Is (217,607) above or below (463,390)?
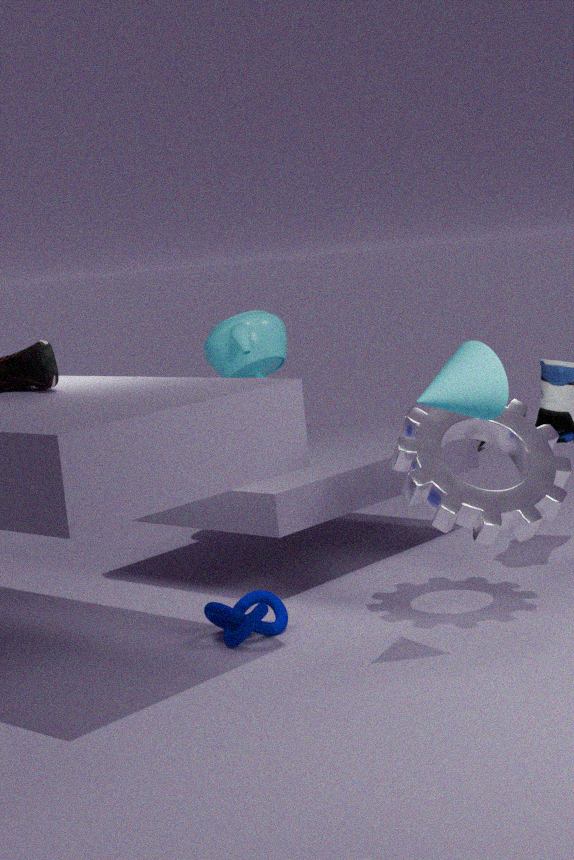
below
